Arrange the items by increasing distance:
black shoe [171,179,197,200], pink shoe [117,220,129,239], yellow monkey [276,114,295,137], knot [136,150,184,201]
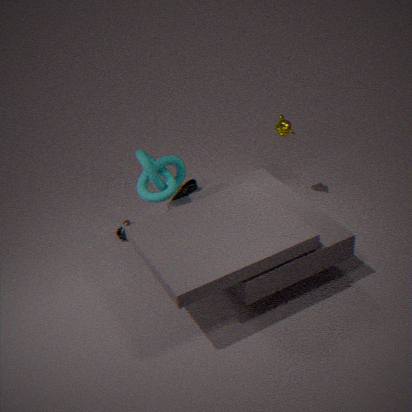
knot [136,150,184,201] < yellow monkey [276,114,295,137] < pink shoe [117,220,129,239] < black shoe [171,179,197,200]
